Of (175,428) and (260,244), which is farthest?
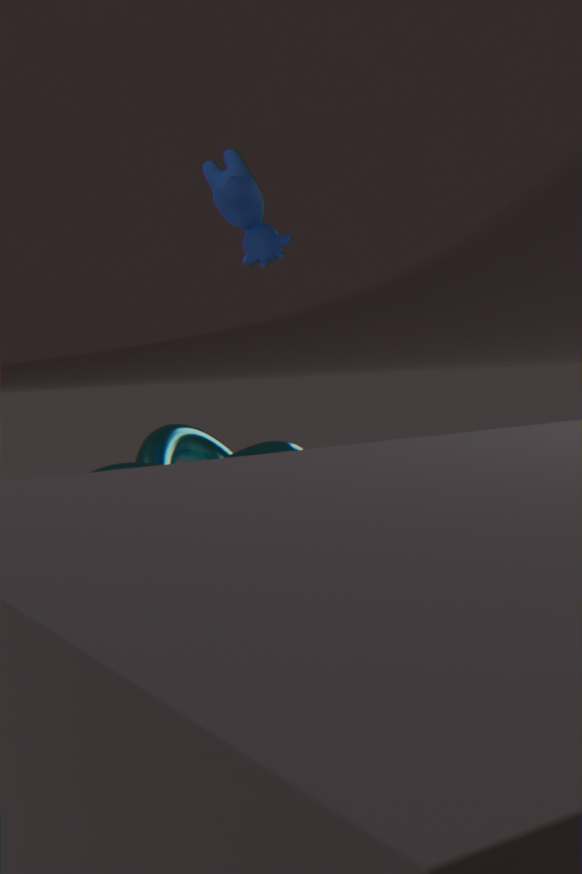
(260,244)
